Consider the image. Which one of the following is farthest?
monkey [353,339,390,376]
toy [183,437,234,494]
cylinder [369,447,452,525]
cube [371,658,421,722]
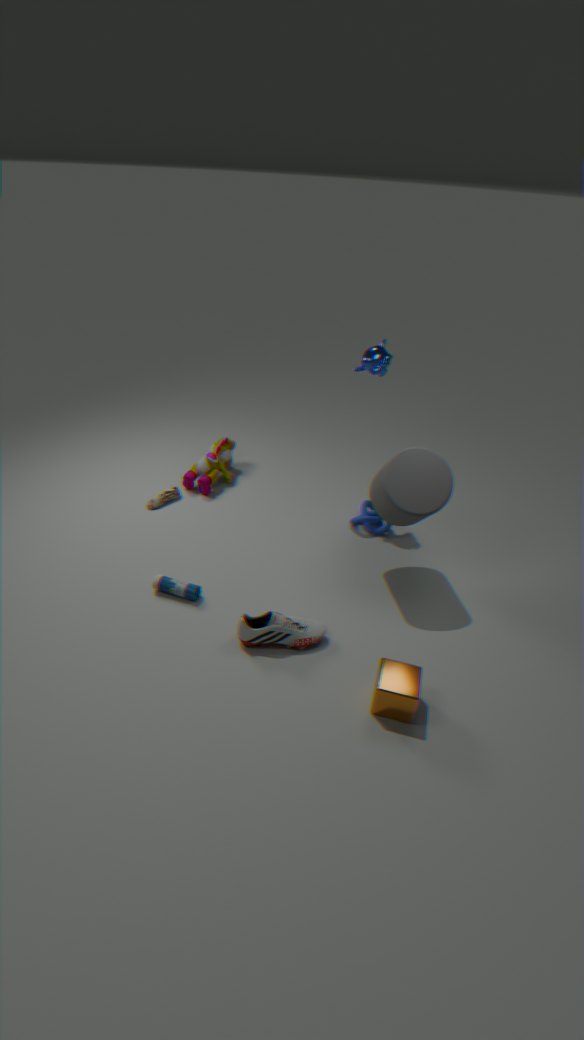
toy [183,437,234,494]
